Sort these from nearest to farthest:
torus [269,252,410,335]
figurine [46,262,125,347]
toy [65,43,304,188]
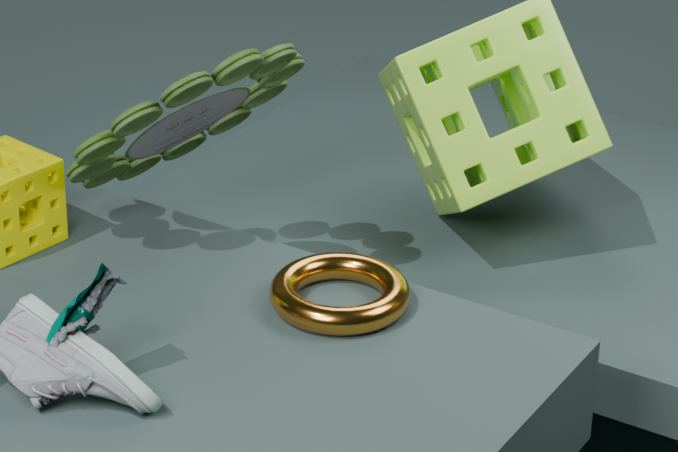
figurine [46,262,125,347] < torus [269,252,410,335] < toy [65,43,304,188]
